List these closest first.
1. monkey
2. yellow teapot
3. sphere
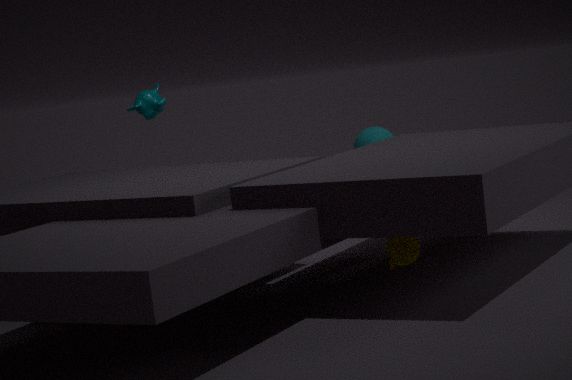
yellow teapot
monkey
sphere
